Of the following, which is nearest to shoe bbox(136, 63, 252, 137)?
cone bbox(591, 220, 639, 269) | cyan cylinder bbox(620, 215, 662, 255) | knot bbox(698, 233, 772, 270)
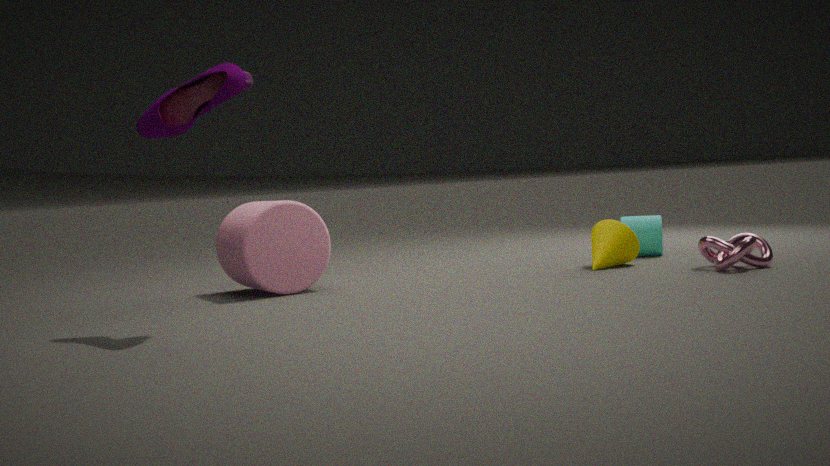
cone bbox(591, 220, 639, 269)
